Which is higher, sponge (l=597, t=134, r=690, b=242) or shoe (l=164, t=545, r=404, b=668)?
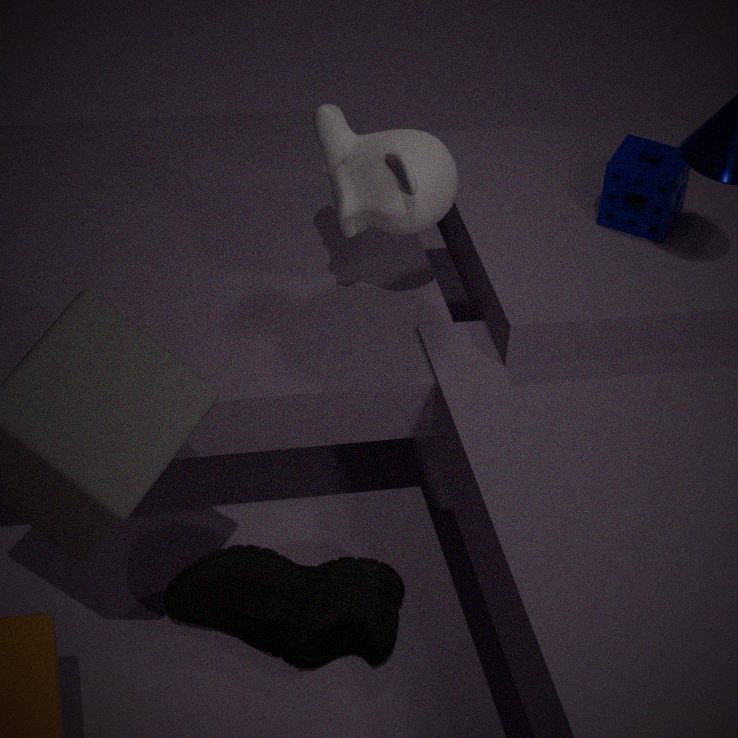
sponge (l=597, t=134, r=690, b=242)
